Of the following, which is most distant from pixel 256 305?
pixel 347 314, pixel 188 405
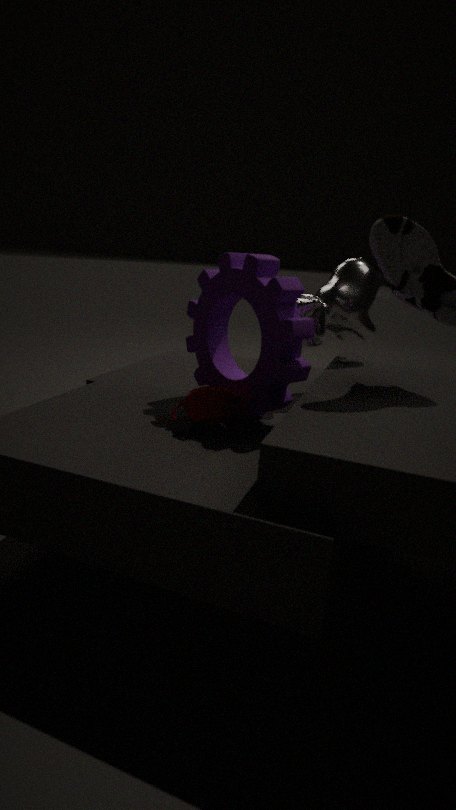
pixel 347 314
